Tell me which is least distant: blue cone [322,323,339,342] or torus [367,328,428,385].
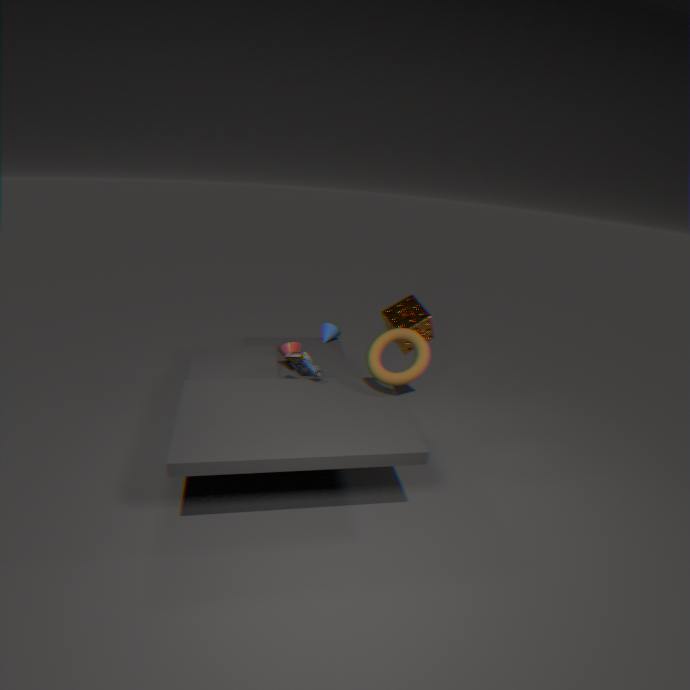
torus [367,328,428,385]
